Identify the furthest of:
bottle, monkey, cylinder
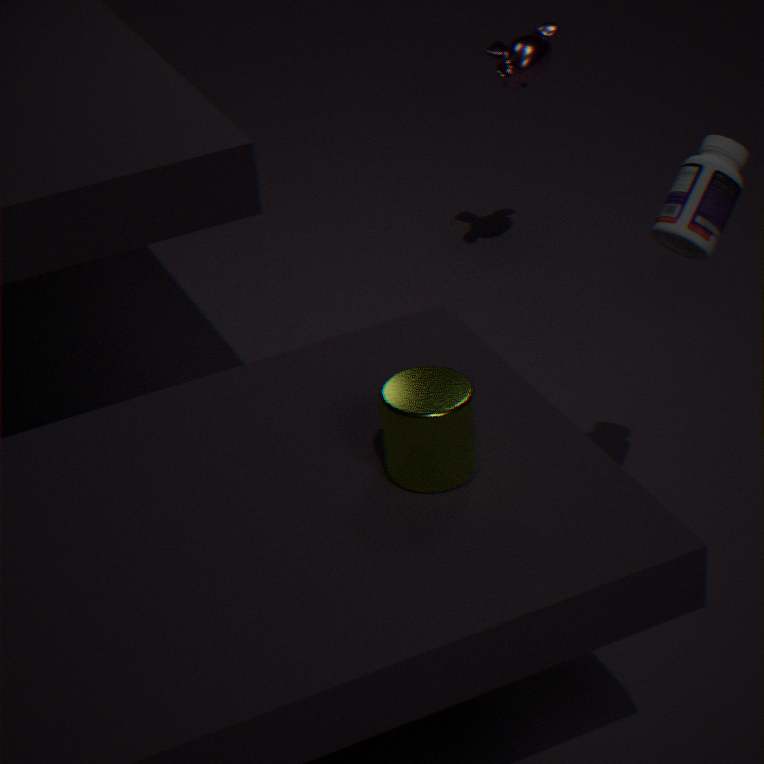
monkey
